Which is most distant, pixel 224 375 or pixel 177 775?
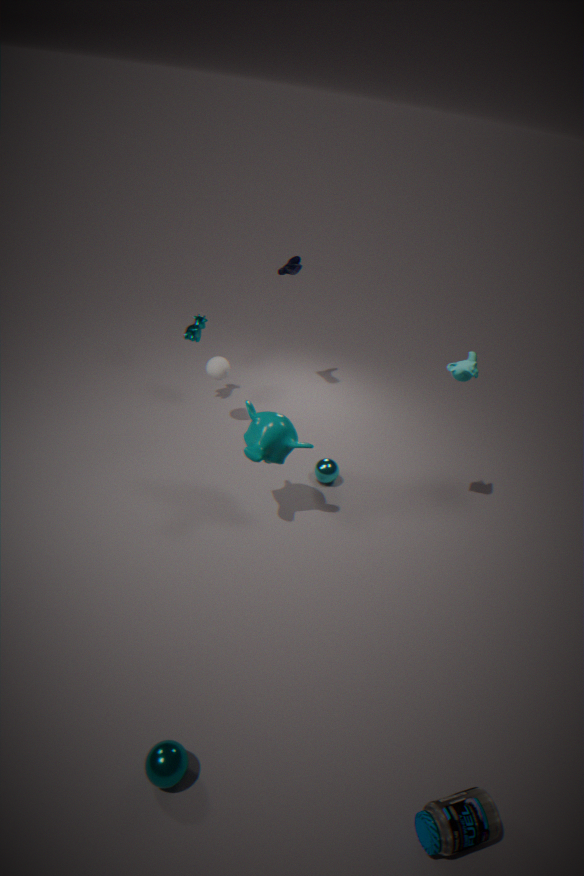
pixel 224 375
